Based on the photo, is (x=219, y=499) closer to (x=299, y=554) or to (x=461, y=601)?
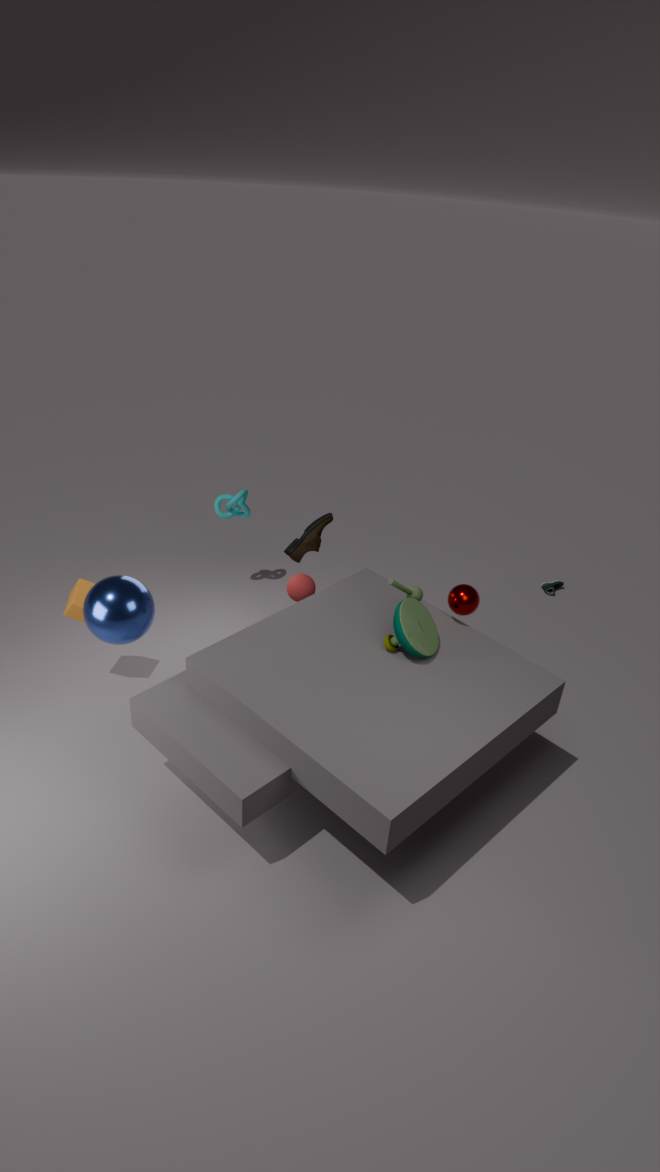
(x=299, y=554)
